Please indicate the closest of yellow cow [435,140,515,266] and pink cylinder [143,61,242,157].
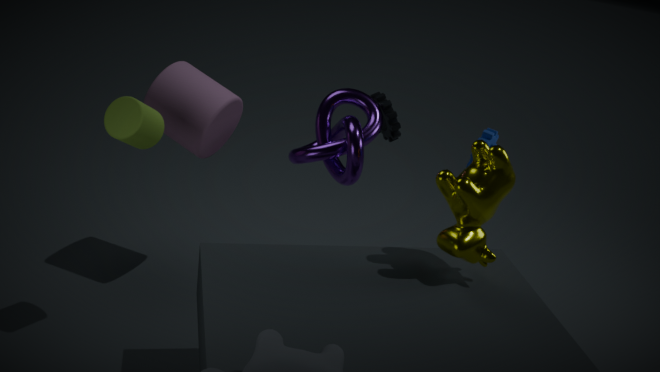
yellow cow [435,140,515,266]
